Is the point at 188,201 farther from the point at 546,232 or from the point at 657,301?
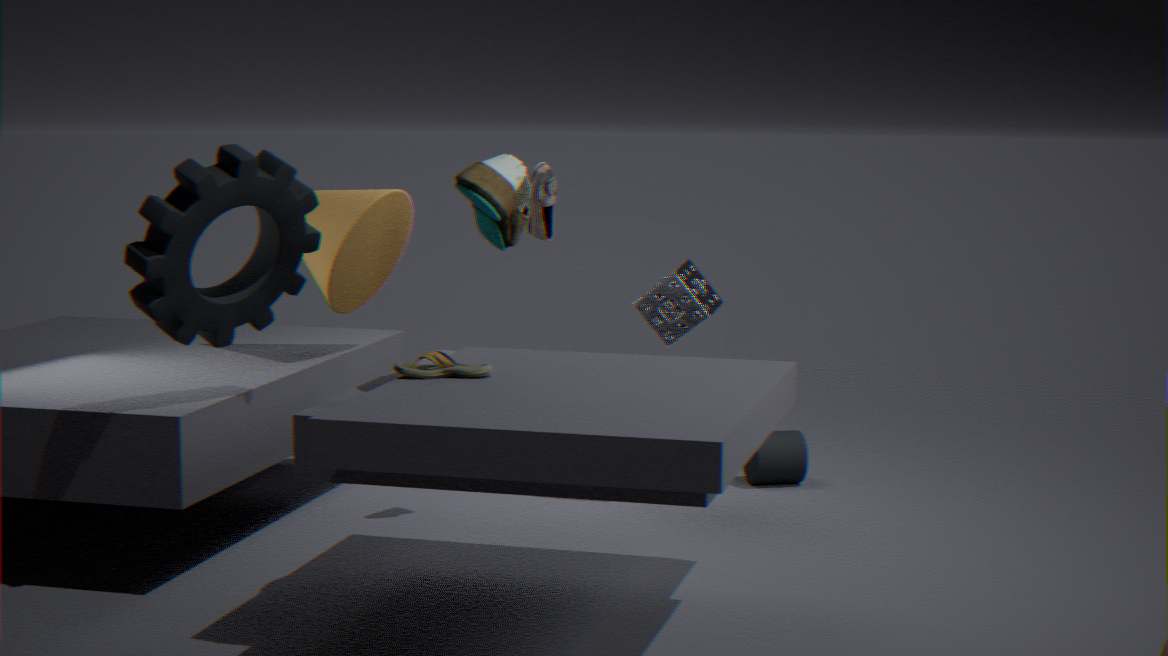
the point at 657,301
